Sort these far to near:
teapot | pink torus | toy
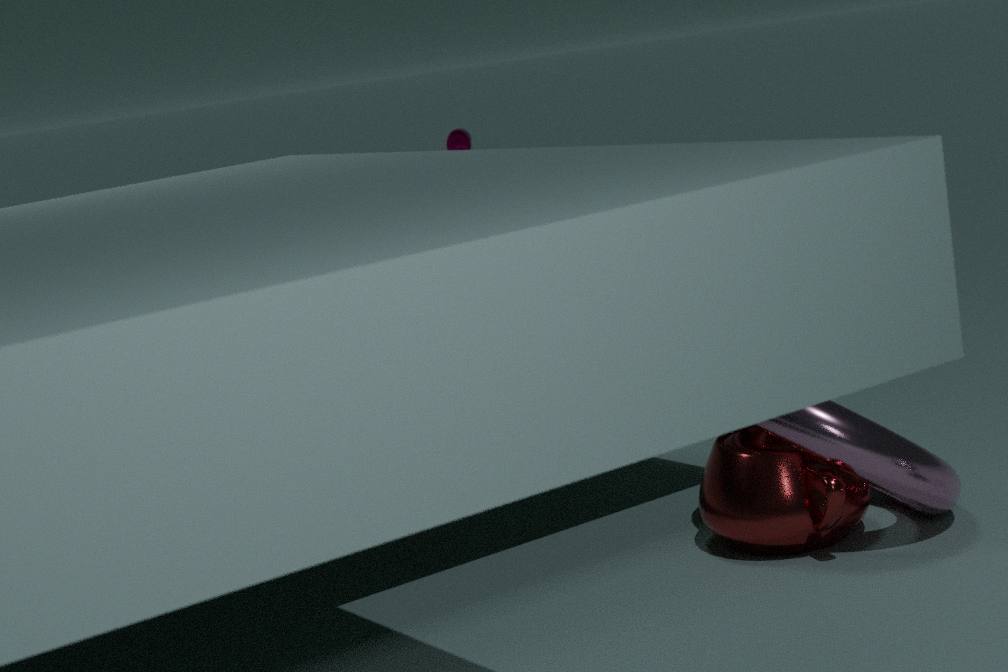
toy
teapot
pink torus
